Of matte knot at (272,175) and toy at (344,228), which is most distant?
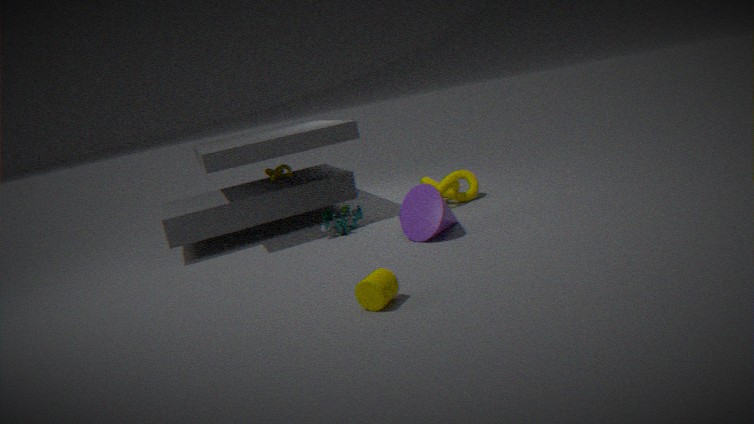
matte knot at (272,175)
